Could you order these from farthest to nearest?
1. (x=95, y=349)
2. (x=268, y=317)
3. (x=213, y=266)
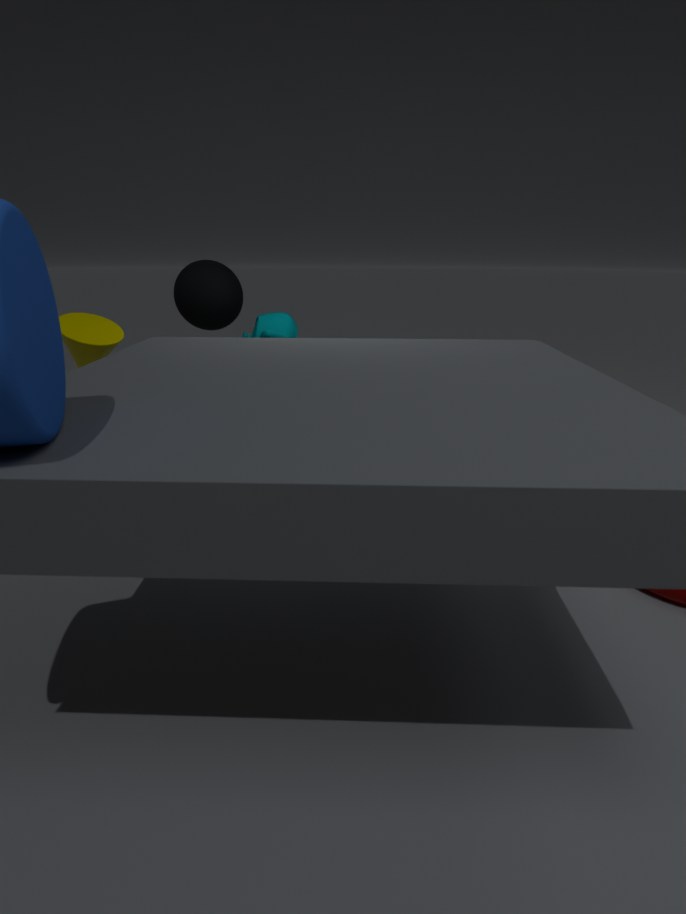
(x=213, y=266), (x=268, y=317), (x=95, y=349)
